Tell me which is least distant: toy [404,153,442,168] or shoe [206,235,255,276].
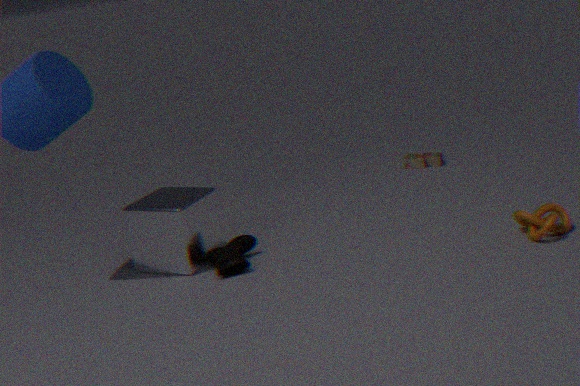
shoe [206,235,255,276]
